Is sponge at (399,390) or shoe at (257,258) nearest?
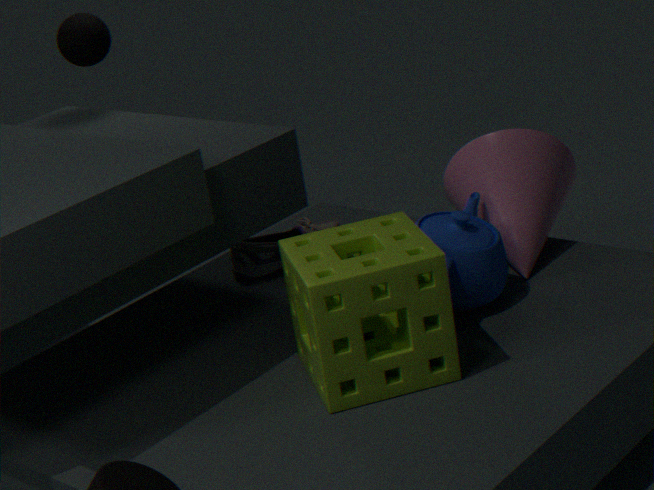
sponge at (399,390)
